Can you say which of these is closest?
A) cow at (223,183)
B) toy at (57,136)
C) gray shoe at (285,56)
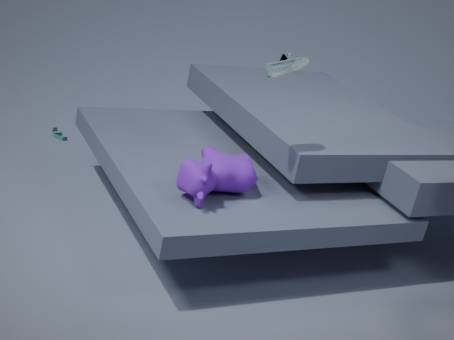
cow at (223,183)
